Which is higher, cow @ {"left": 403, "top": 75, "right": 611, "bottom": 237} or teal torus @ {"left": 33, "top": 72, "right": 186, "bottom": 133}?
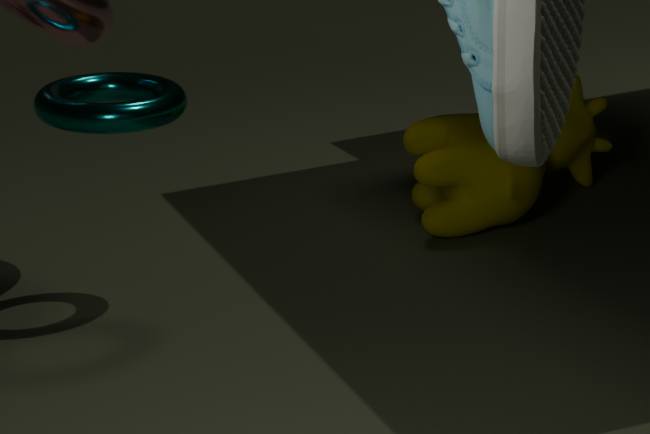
teal torus @ {"left": 33, "top": 72, "right": 186, "bottom": 133}
